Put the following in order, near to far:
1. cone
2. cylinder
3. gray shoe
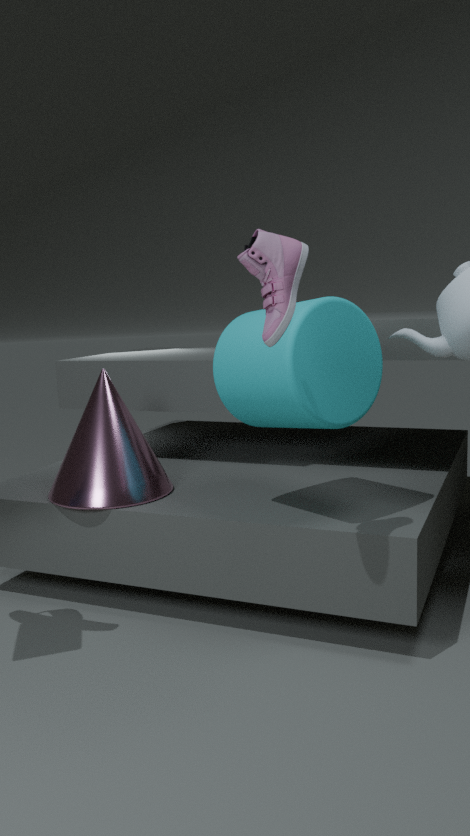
1. gray shoe
2. cylinder
3. cone
